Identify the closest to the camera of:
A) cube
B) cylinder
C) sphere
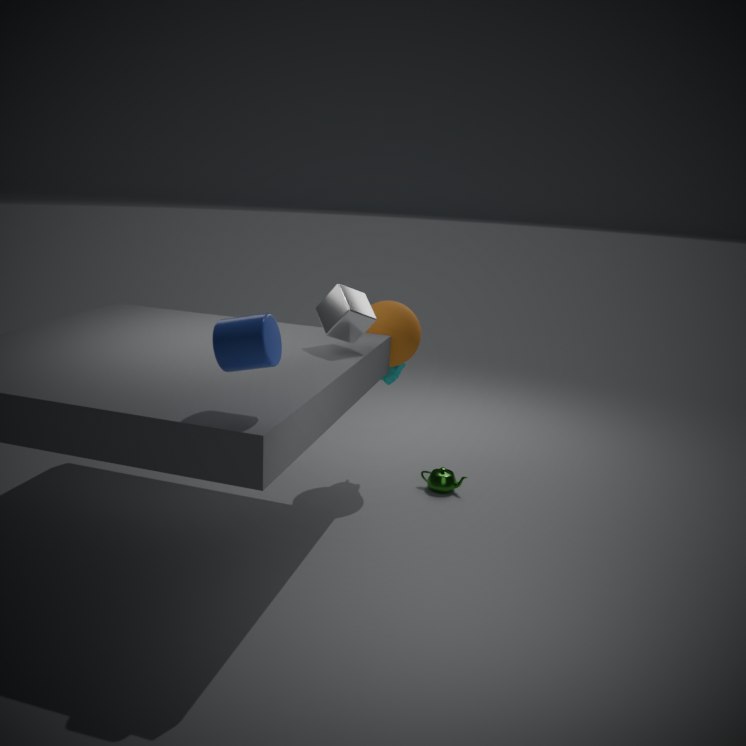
cylinder
